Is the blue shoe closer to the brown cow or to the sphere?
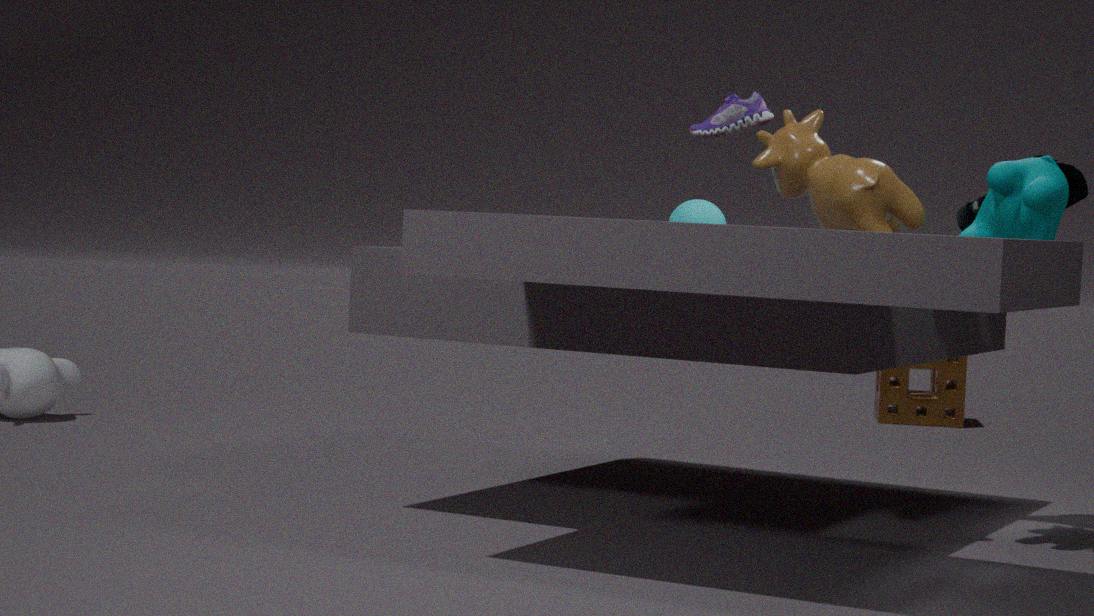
the brown cow
